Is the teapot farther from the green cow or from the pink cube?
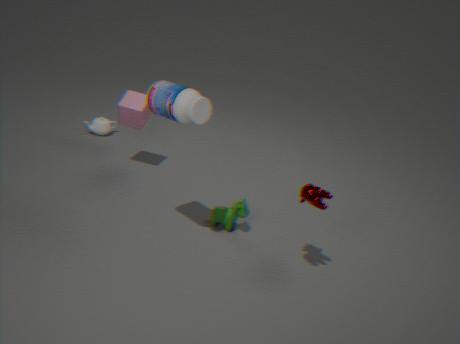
the green cow
